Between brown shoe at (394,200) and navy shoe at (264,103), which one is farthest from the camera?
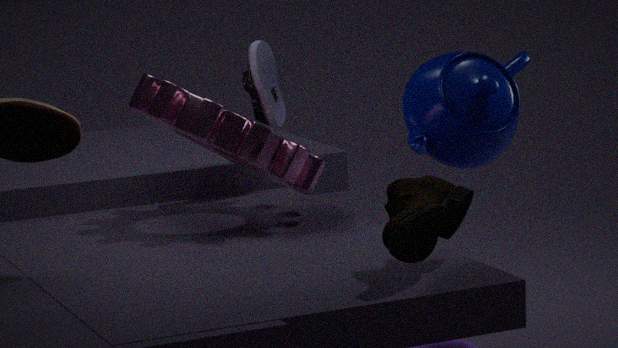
navy shoe at (264,103)
